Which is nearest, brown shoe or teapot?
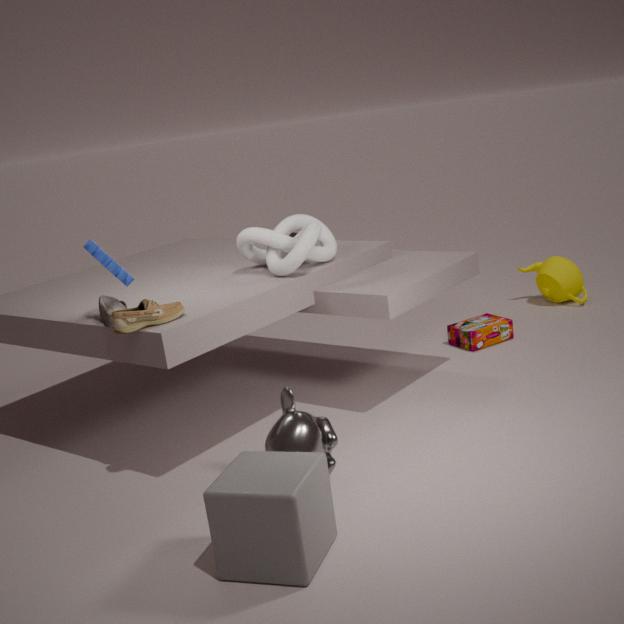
brown shoe
